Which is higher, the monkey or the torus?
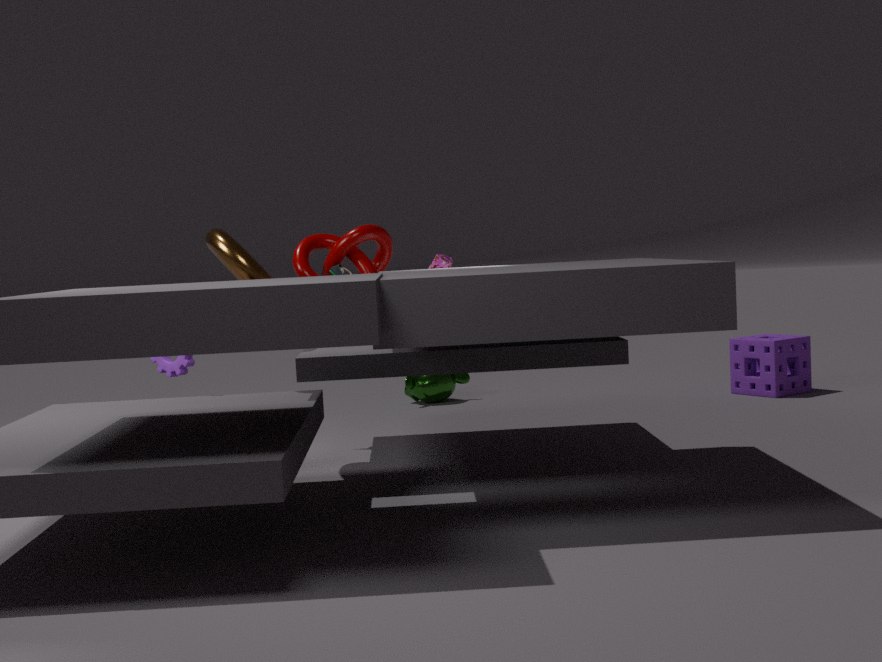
the torus
